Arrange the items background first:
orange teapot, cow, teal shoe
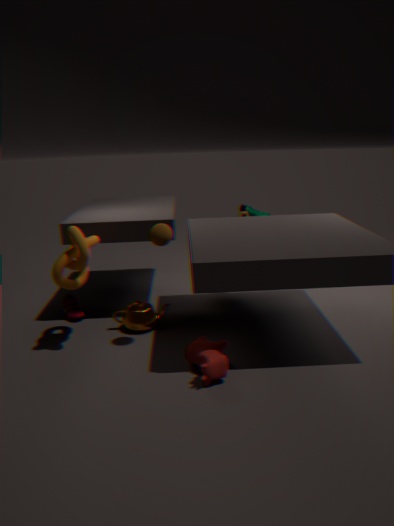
teal shoe → orange teapot → cow
